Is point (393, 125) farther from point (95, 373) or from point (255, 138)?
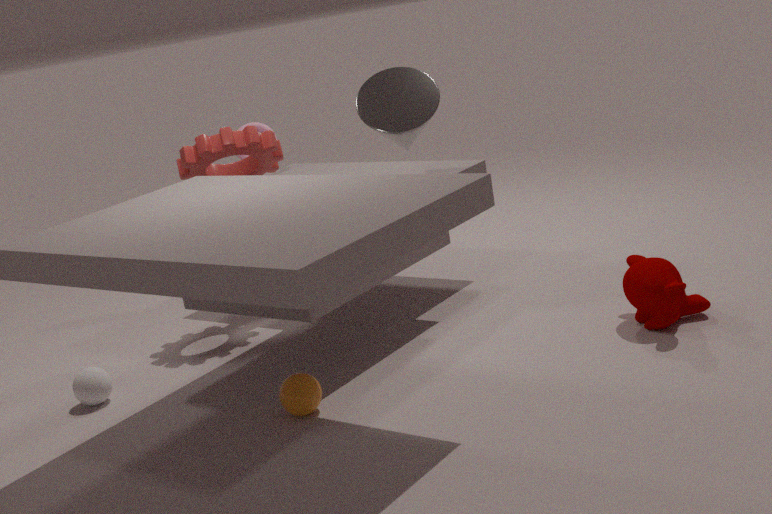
point (95, 373)
